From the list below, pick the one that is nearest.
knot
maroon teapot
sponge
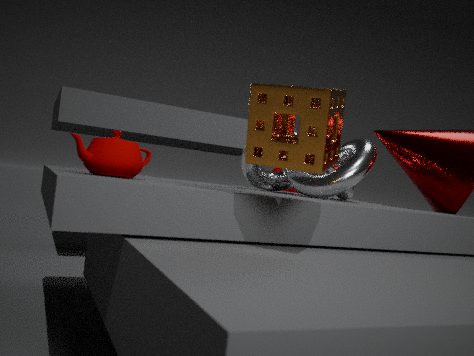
sponge
